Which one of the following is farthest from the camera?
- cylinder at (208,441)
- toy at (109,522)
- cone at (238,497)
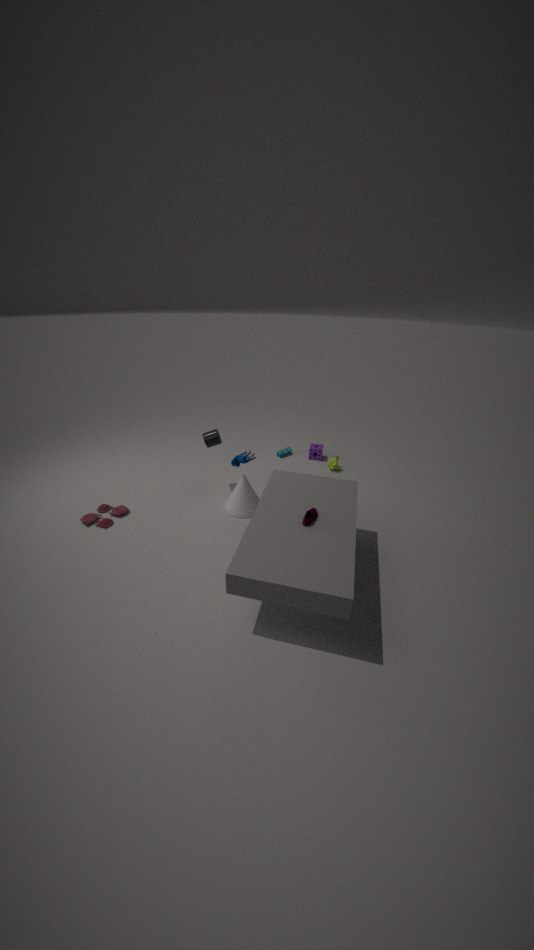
cylinder at (208,441)
